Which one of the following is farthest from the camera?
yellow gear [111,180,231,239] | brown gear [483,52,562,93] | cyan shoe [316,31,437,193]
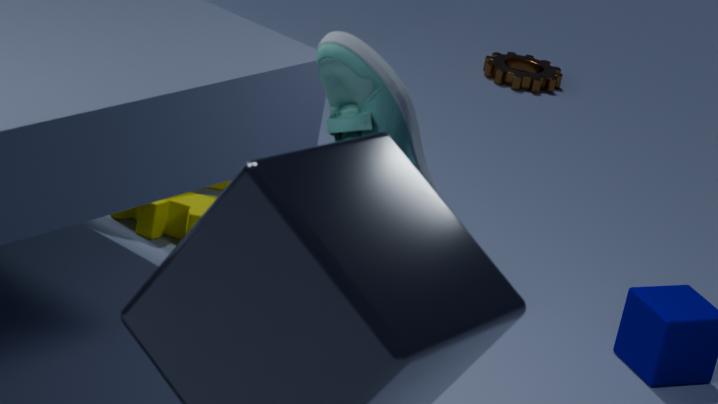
brown gear [483,52,562,93]
